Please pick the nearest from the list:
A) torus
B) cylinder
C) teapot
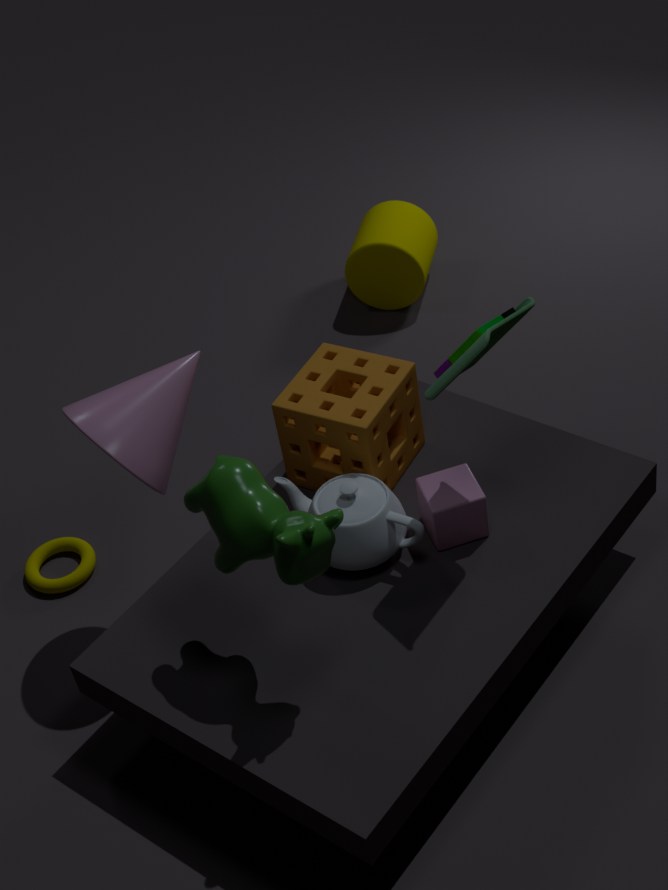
teapot
